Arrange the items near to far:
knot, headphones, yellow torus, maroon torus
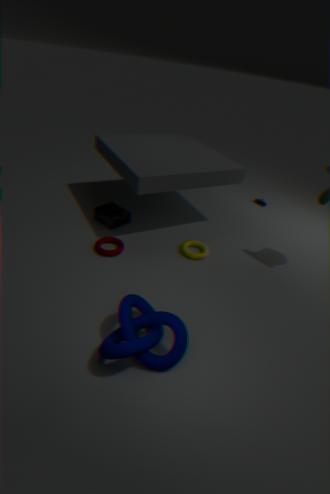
1. knot
2. maroon torus
3. yellow torus
4. headphones
